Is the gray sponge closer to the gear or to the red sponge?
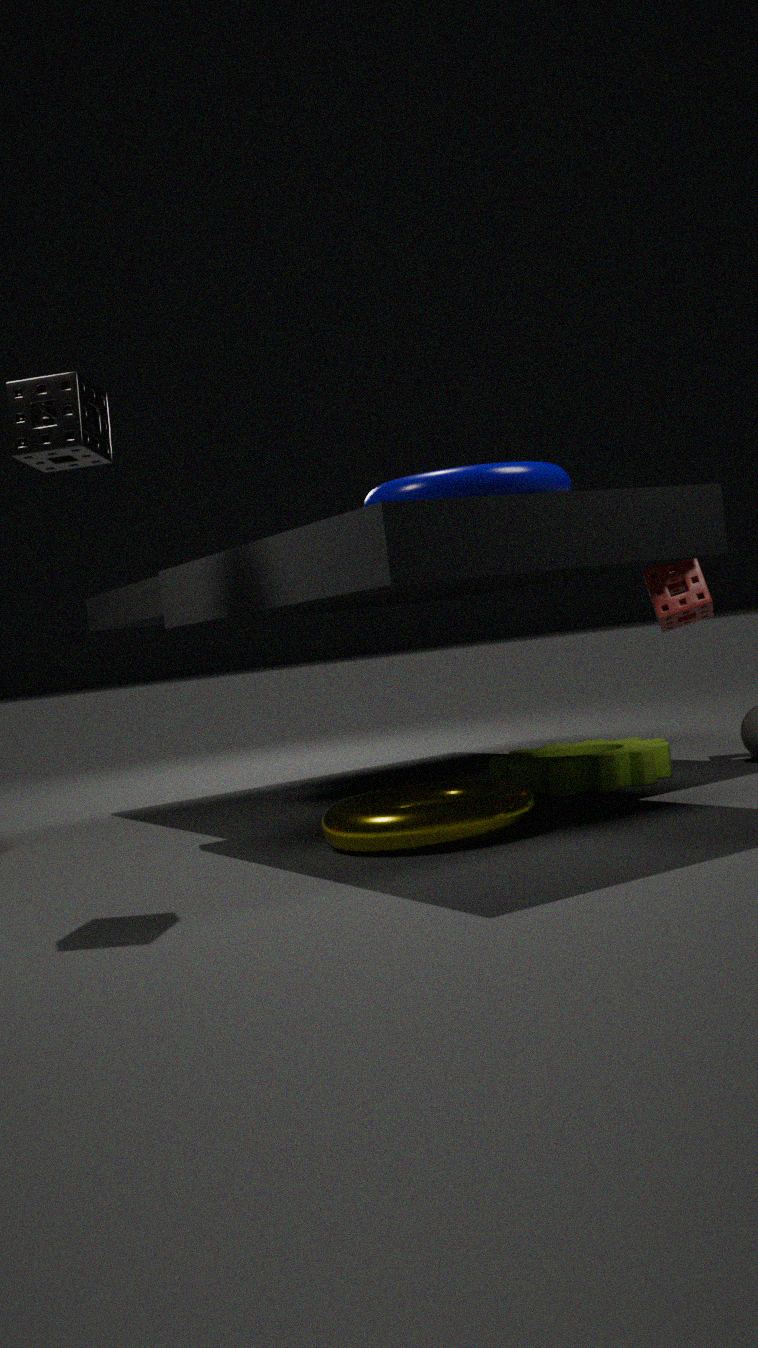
the gear
